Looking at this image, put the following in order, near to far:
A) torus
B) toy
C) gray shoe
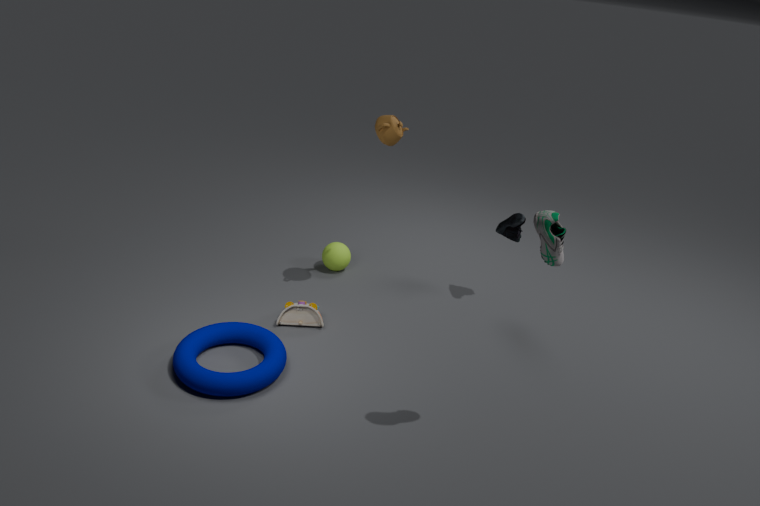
1. gray shoe
2. torus
3. toy
